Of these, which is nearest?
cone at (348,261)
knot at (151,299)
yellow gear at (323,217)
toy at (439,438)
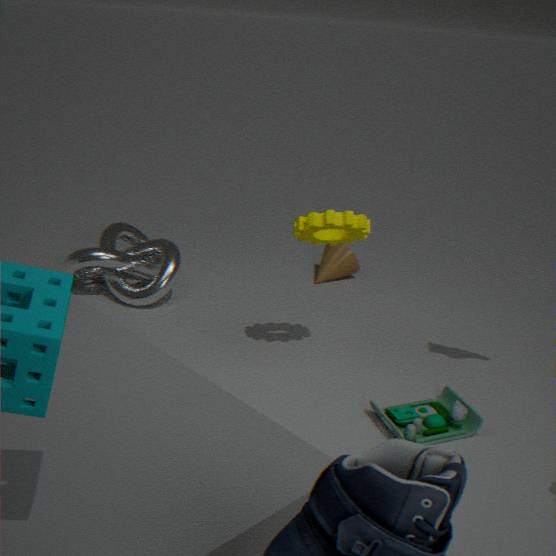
toy at (439,438)
